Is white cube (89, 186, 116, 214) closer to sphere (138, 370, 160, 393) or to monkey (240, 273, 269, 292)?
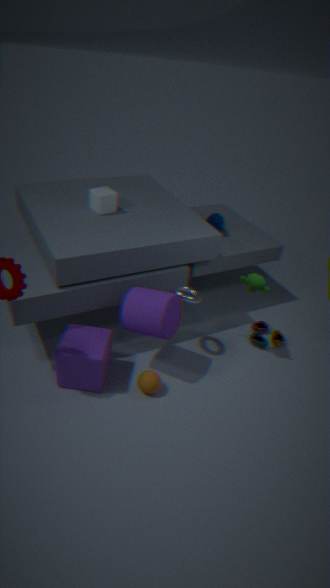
monkey (240, 273, 269, 292)
